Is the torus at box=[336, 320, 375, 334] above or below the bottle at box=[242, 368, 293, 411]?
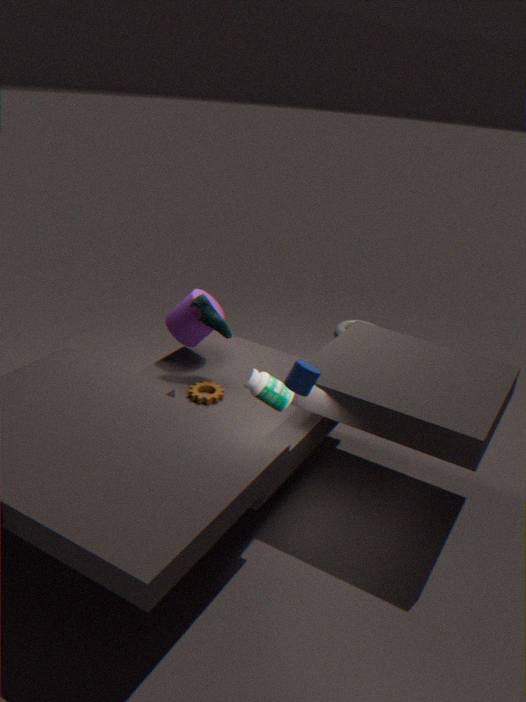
below
